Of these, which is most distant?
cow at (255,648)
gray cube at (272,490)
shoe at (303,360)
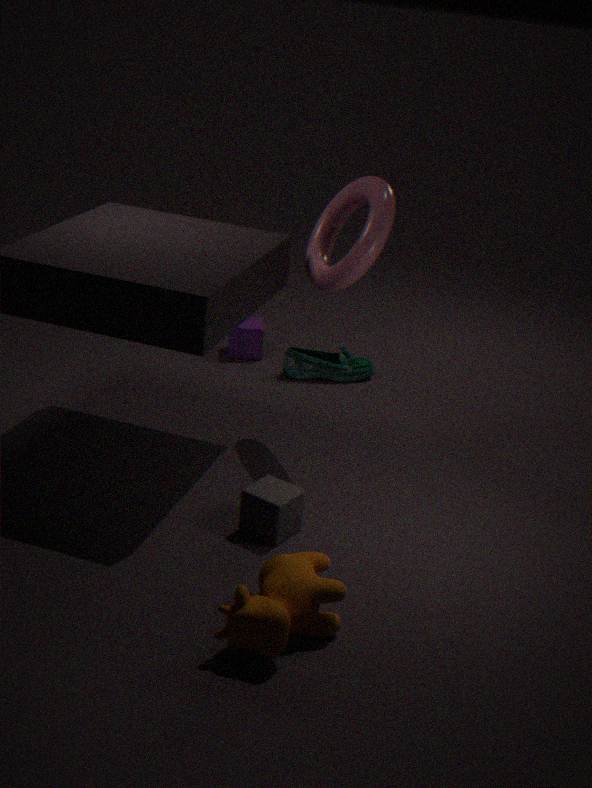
shoe at (303,360)
